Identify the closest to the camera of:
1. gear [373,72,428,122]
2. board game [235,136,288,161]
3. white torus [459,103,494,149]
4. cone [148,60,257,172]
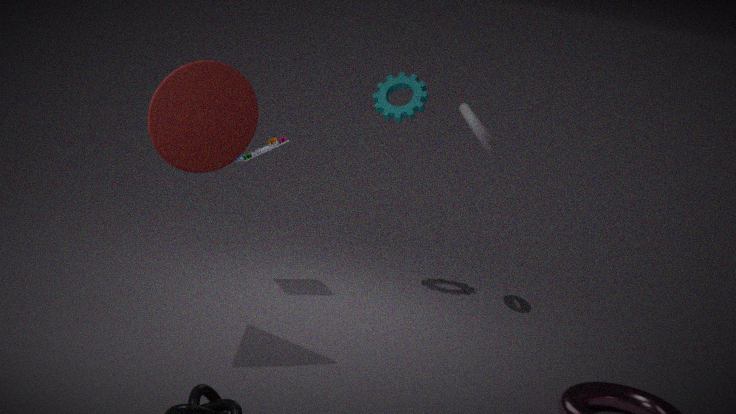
cone [148,60,257,172]
